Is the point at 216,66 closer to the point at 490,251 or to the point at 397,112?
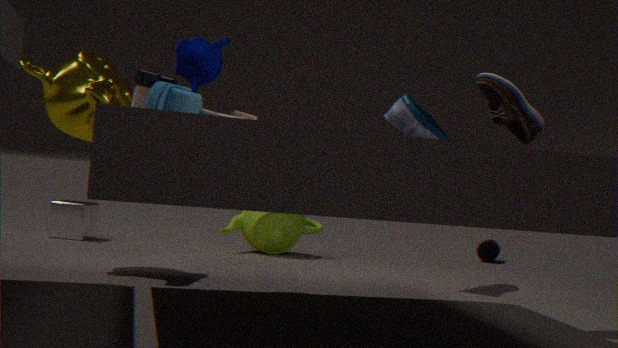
the point at 397,112
